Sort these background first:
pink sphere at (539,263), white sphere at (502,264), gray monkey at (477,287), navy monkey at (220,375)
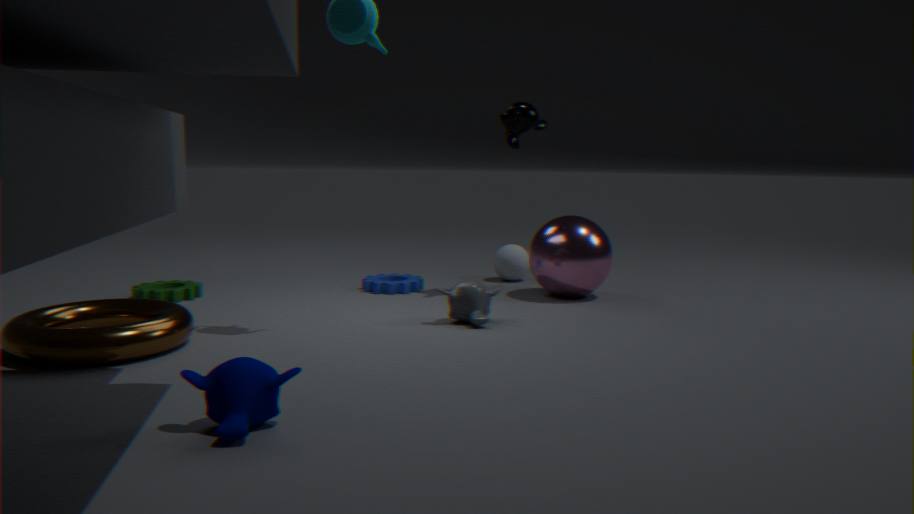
1. white sphere at (502,264)
2. pink sphere at (539,263)
3. gray monkey at (477,287)
4. navy monkey at (220,375)
